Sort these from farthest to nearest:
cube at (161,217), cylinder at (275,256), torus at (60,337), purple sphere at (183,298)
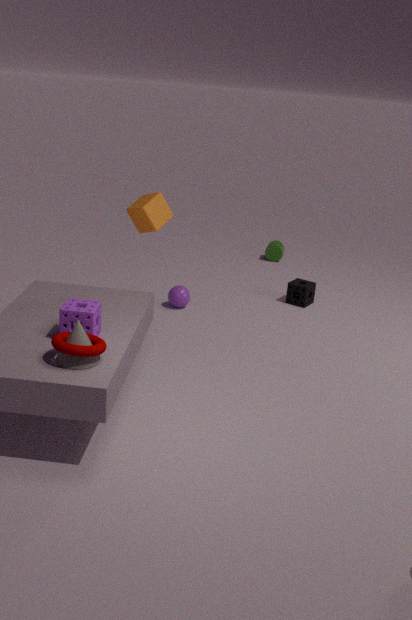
cylinder at (275,256) → purple sphere at (183,298) → cube at (161,217) → torus at (60,337)
